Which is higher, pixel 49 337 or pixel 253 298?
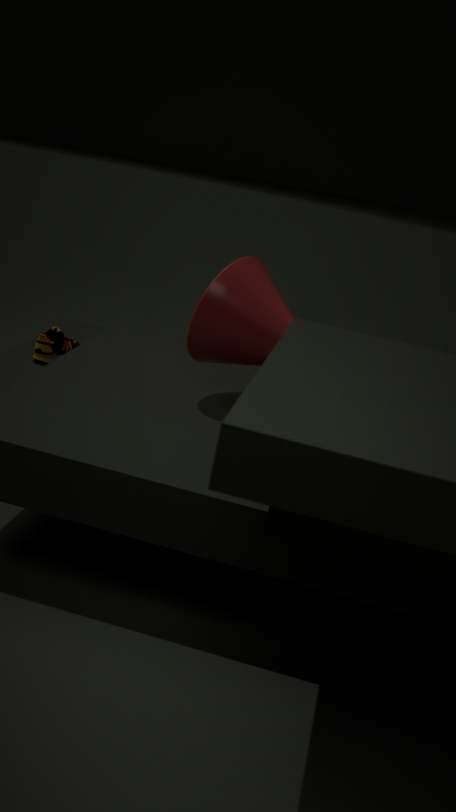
pixel 253 298
